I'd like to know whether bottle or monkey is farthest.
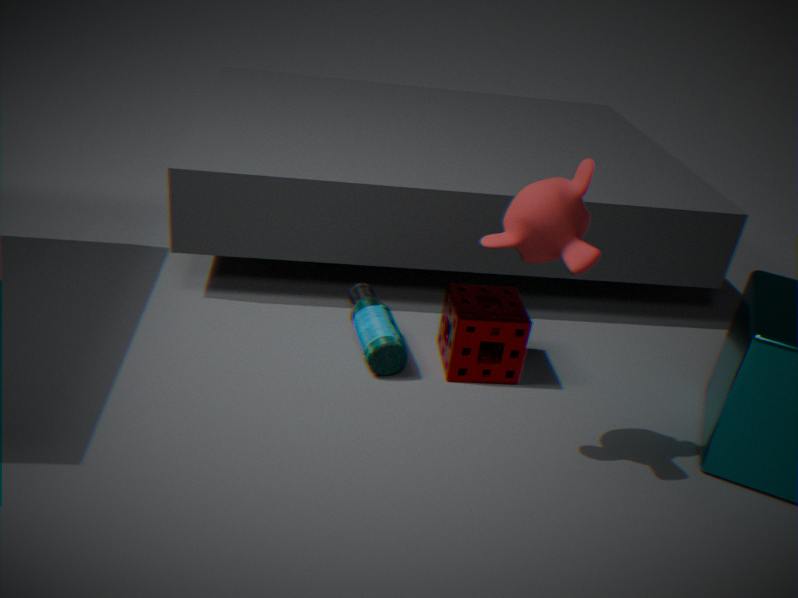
bottle
